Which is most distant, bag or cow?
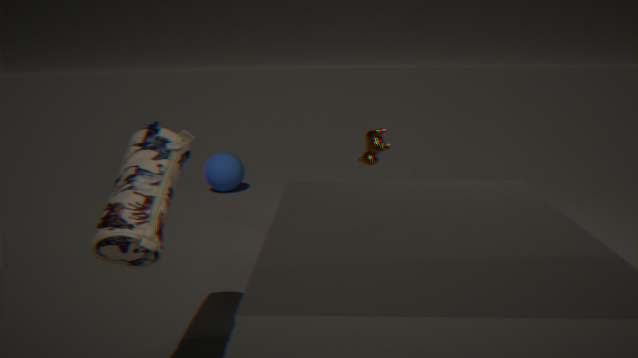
cow
